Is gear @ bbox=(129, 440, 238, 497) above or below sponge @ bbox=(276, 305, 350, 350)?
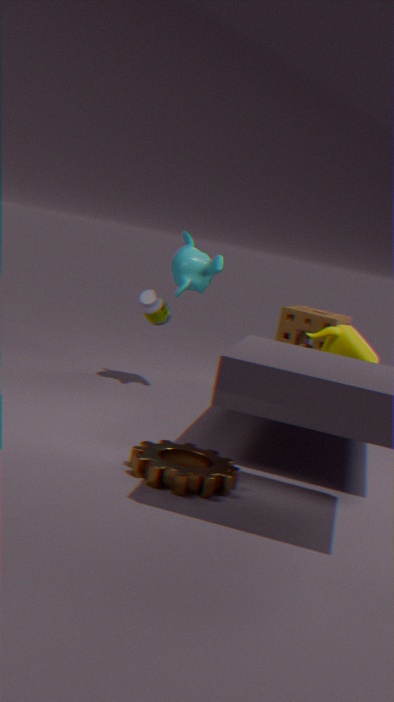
below
